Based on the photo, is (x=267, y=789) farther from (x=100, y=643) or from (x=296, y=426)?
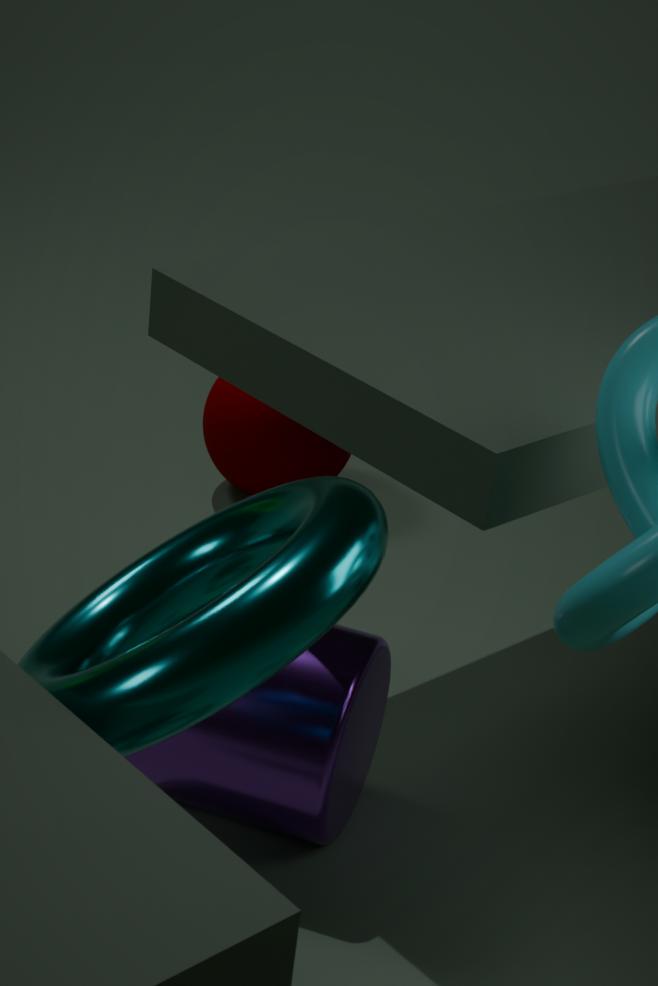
(x=296, y=426)
